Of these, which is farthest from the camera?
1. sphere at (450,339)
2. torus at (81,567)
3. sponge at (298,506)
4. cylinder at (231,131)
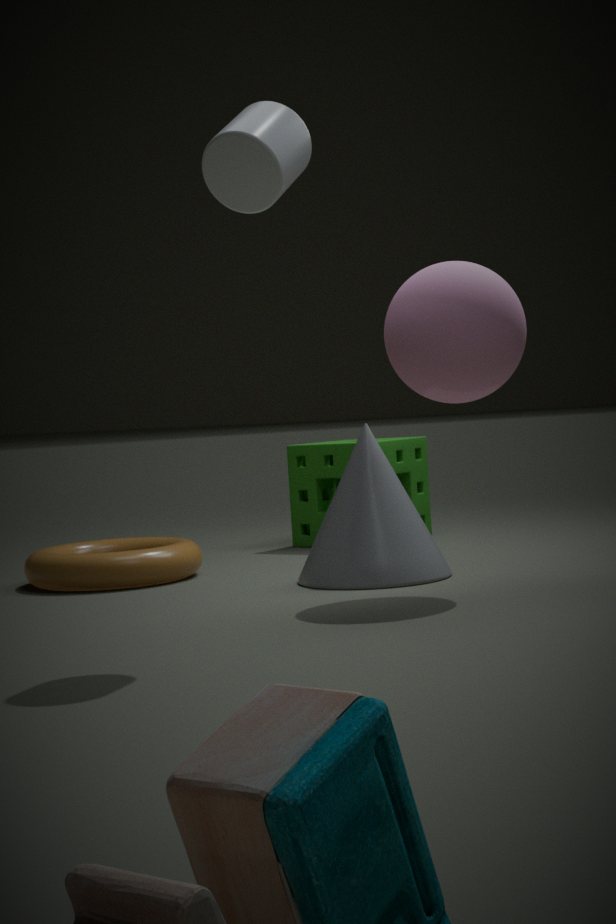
sponge at (298,506)
